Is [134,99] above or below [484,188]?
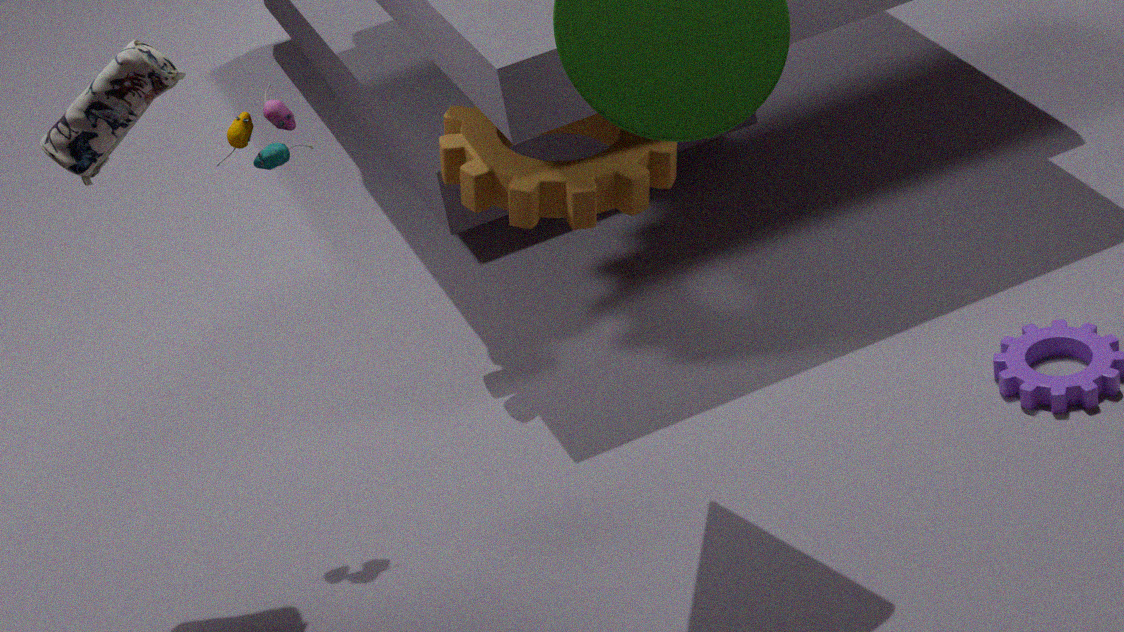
Answer: above
